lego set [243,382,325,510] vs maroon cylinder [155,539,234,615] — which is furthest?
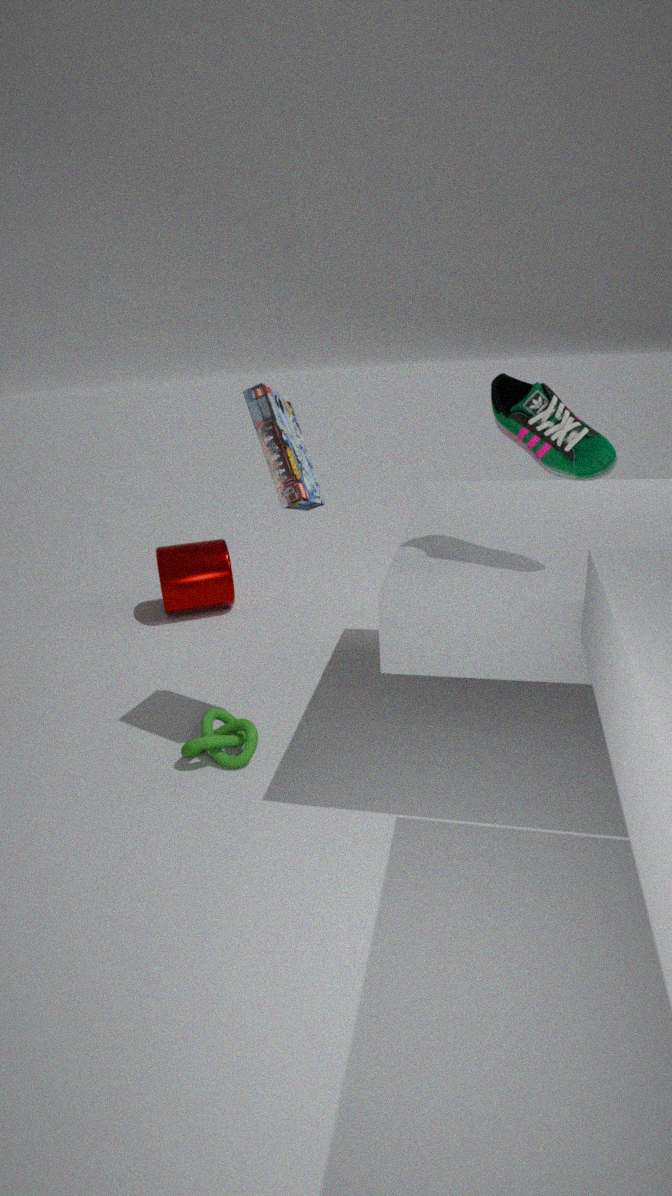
maroon cylinder [155,539,234,615]
